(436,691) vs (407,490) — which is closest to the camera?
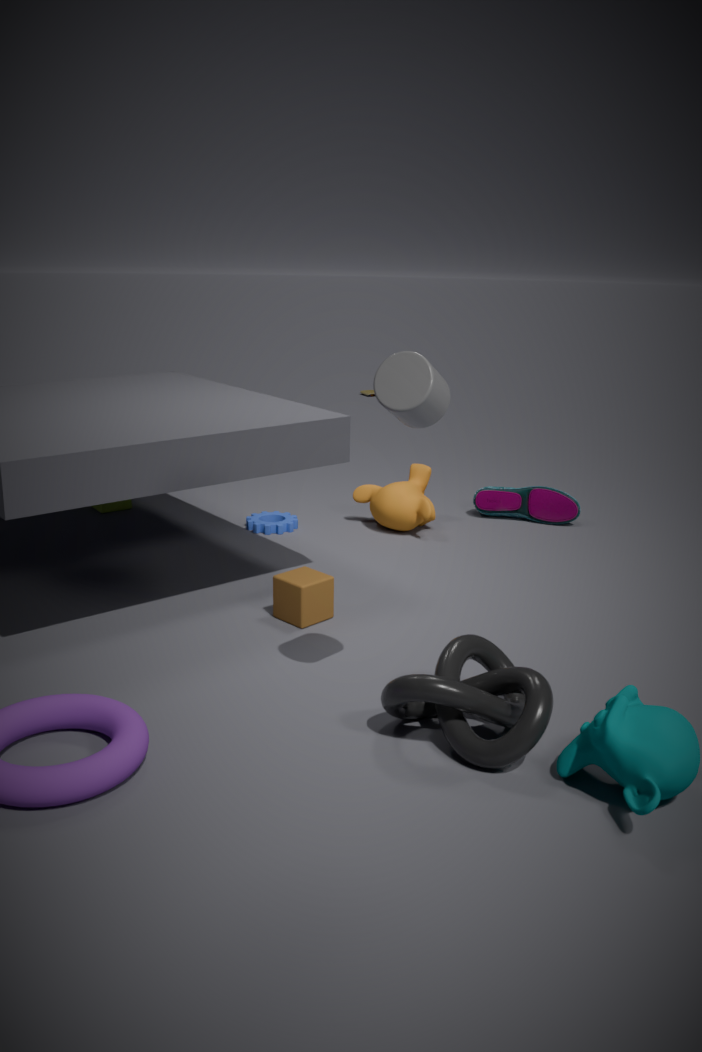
(436,691)
